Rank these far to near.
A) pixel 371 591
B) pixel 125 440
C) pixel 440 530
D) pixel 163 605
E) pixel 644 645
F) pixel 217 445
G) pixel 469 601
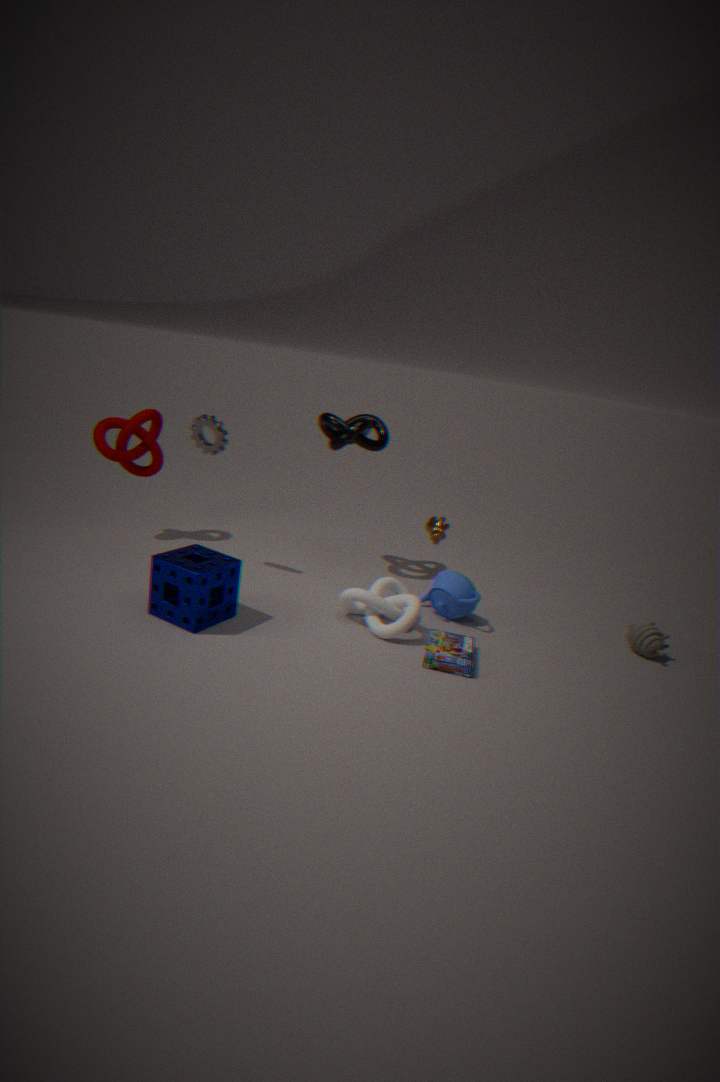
1. pixel 125 440
2. pixel 440 530
3. pixel 217 445
4. pixel 644 645
5. pixel 469 601
6. pixel 371 591
7. pixel 163 605
